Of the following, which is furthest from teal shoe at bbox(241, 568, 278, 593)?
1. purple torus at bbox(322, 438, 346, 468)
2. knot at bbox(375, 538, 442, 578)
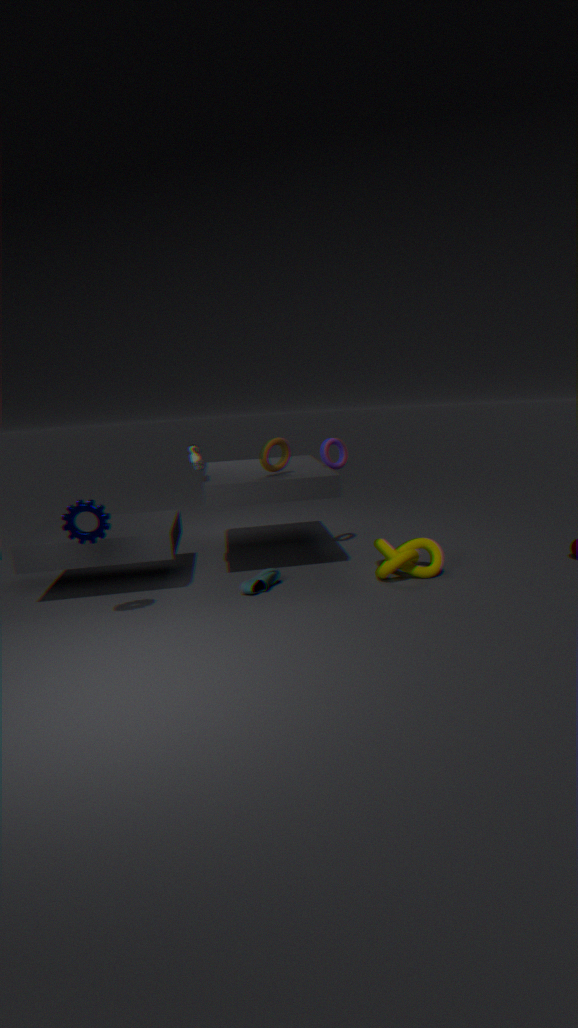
purple torus at bbox(322, 438, 346, 468)
